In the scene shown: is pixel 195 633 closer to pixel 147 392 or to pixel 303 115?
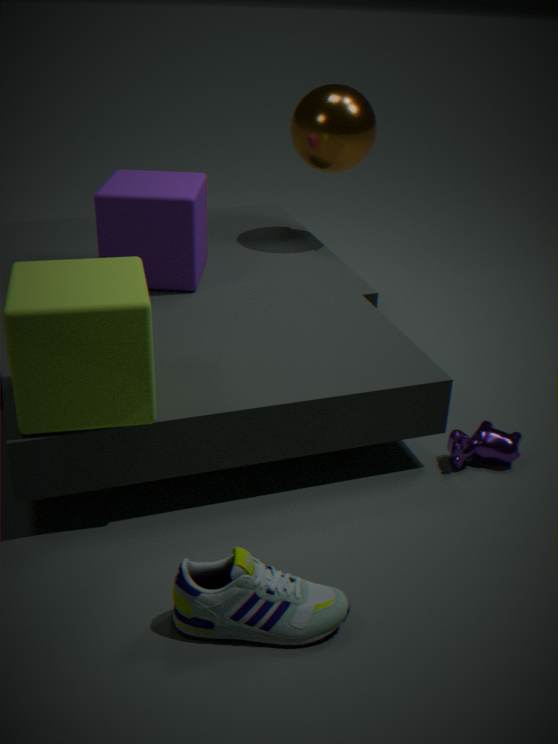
pixel 147 392
